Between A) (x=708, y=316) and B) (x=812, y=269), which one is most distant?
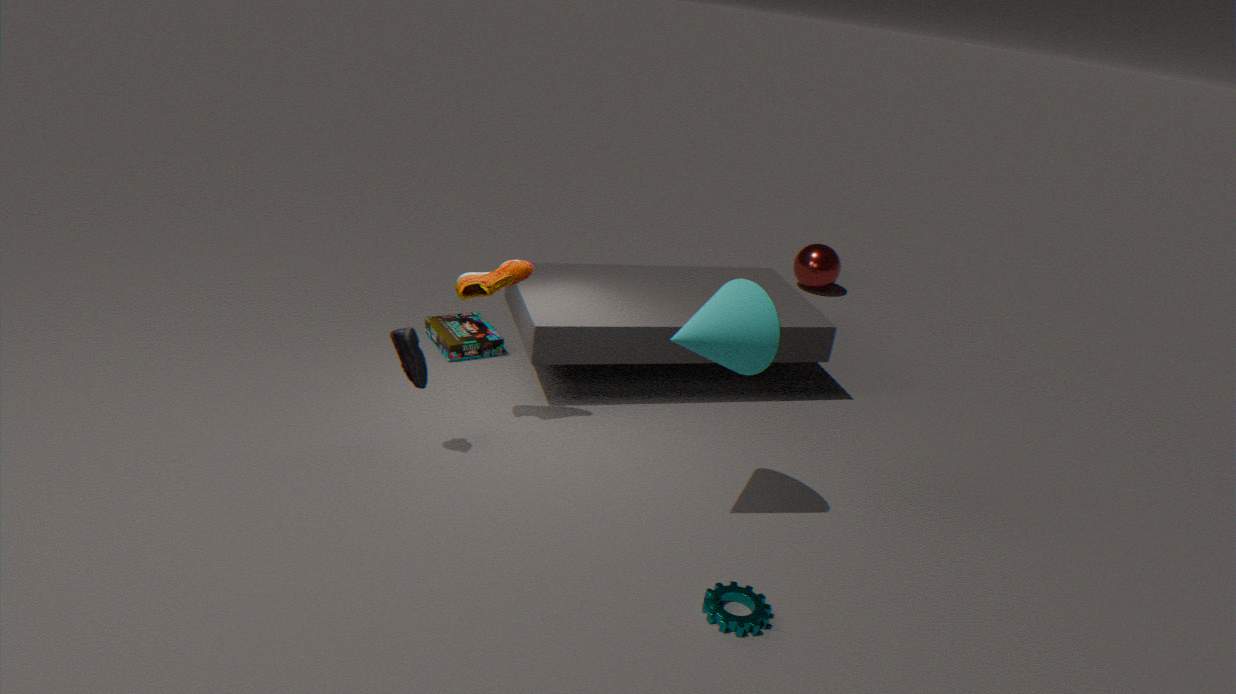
B. (x=812, y=269)
